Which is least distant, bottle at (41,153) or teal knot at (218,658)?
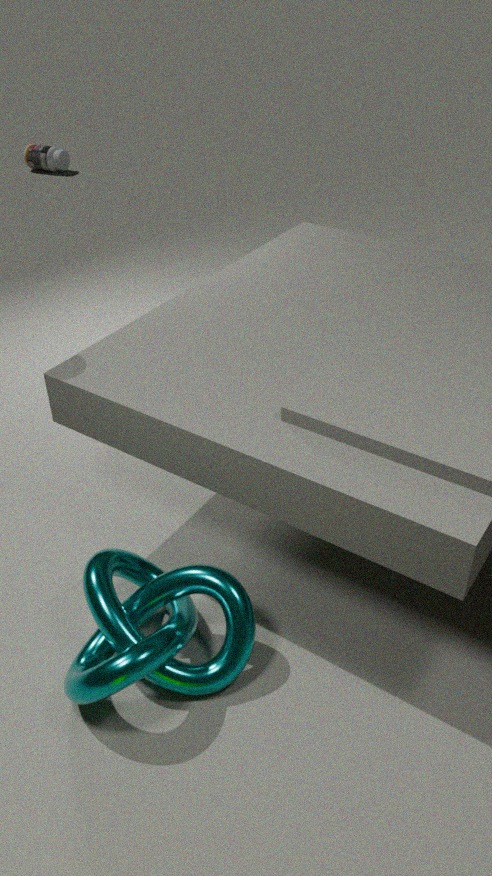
teal knot at (218,658)
